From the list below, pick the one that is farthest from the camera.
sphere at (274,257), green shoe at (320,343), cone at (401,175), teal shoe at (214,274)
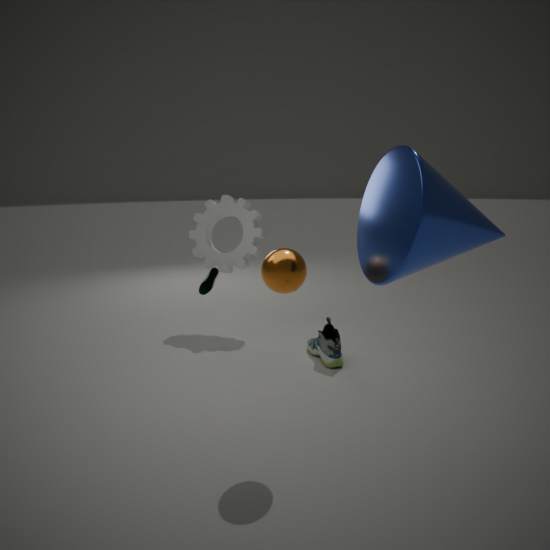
teal shoe at (214,274)
